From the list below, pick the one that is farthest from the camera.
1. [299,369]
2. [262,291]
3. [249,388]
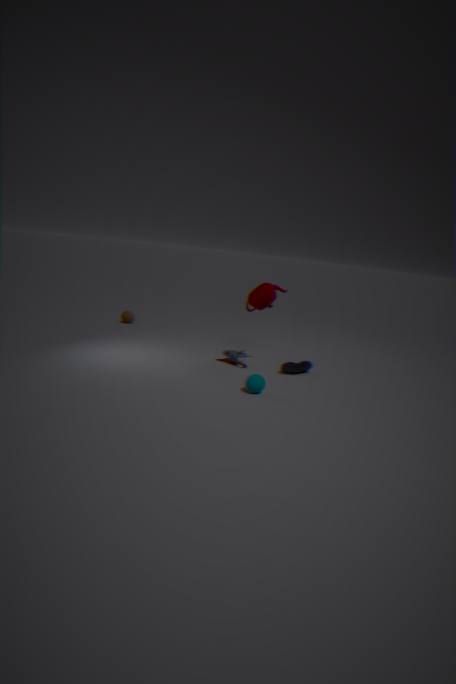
[299,369]
